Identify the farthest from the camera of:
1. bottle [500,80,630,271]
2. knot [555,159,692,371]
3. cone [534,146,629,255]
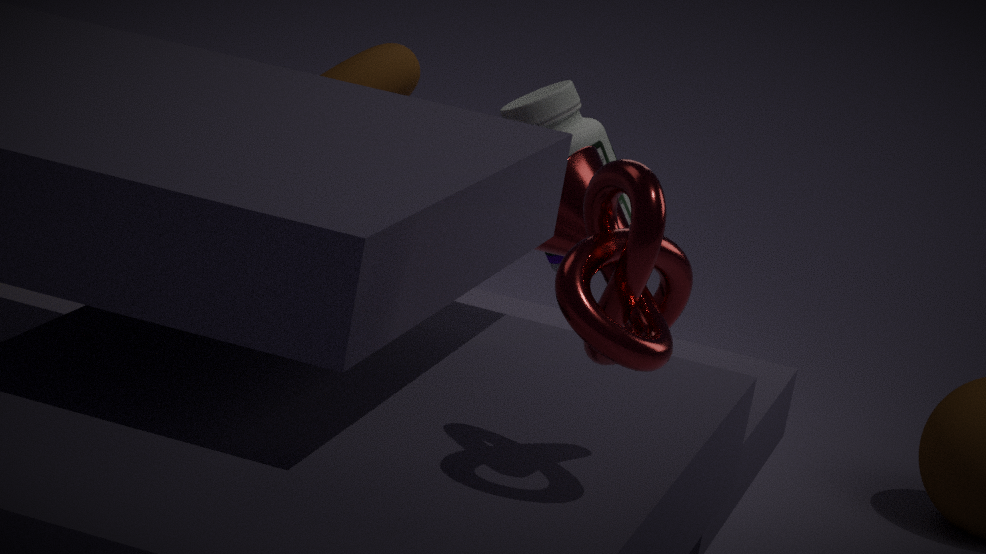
bottle [500,80,630,271]
